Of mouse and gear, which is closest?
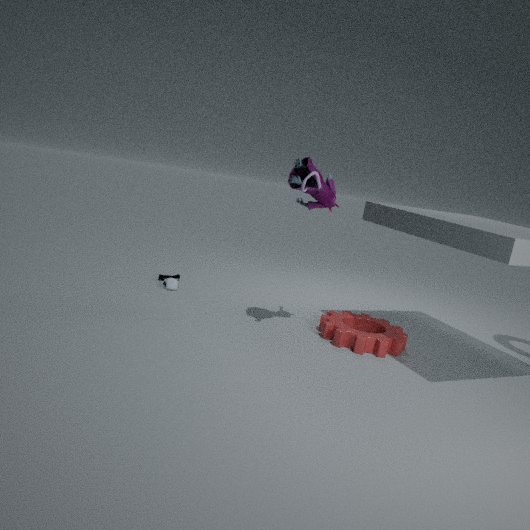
gear
